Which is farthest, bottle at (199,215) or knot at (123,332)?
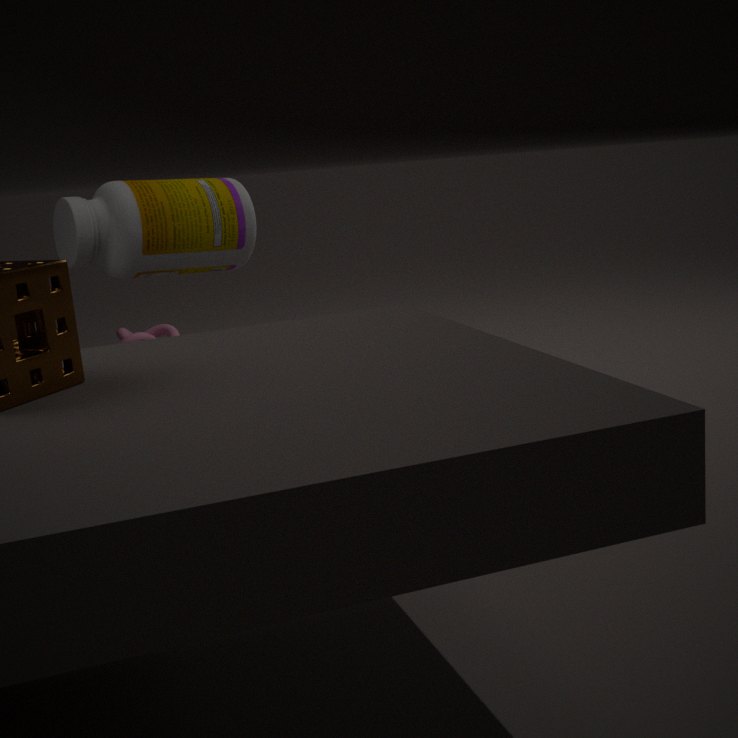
knot at (123,332)
